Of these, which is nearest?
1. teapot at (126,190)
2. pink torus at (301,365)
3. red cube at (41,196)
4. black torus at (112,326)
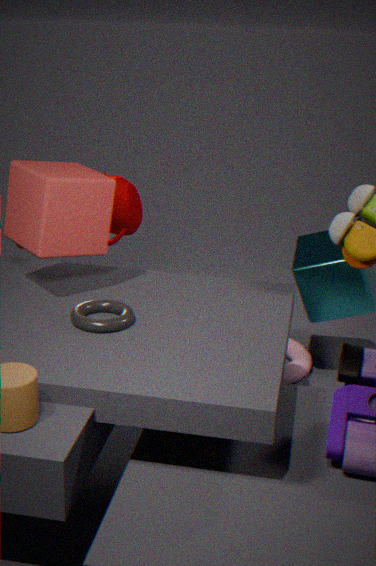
black torus at (112,326)
